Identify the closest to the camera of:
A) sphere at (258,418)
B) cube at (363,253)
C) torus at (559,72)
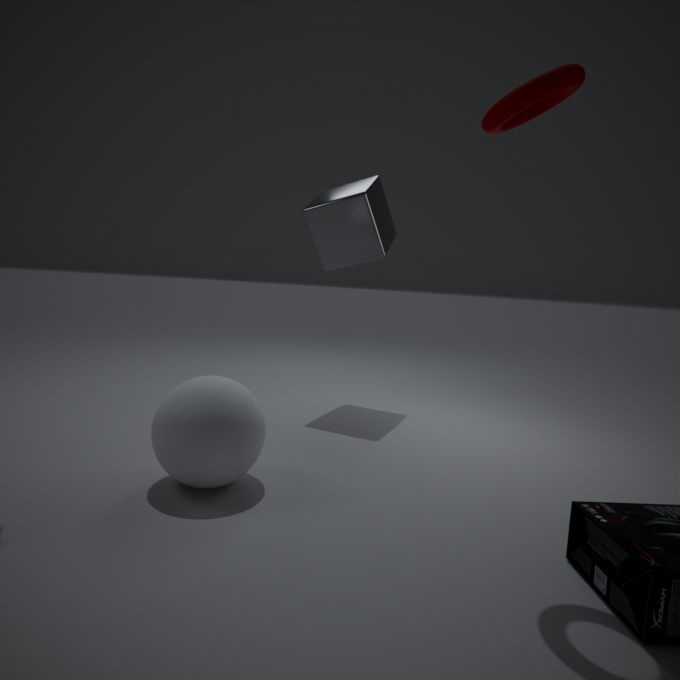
torus at (559,72)
